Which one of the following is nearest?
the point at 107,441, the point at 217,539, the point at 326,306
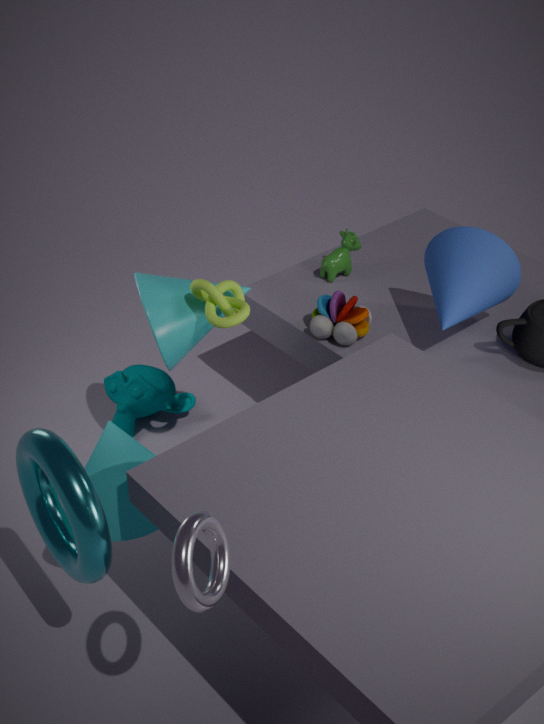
the point at 217,539
